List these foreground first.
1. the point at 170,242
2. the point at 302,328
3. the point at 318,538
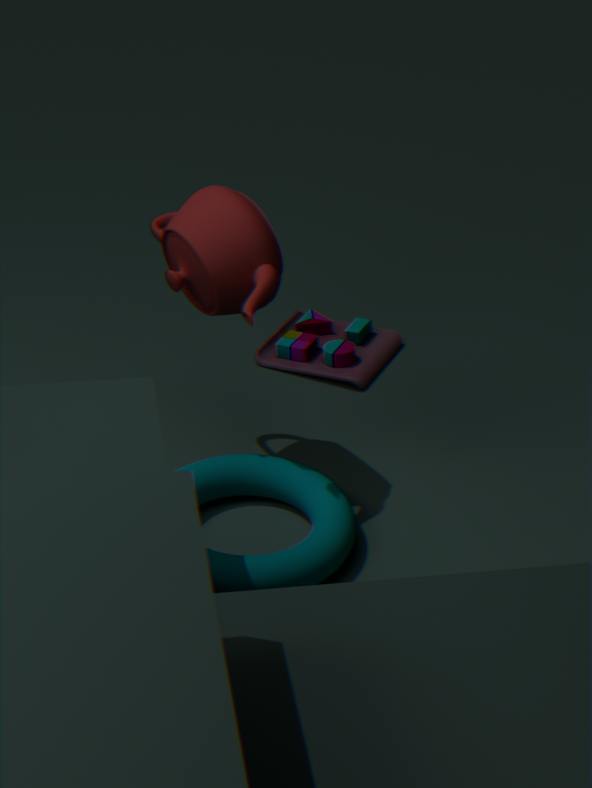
the point at 318,538, the point at 170,242, the point at 302,328
